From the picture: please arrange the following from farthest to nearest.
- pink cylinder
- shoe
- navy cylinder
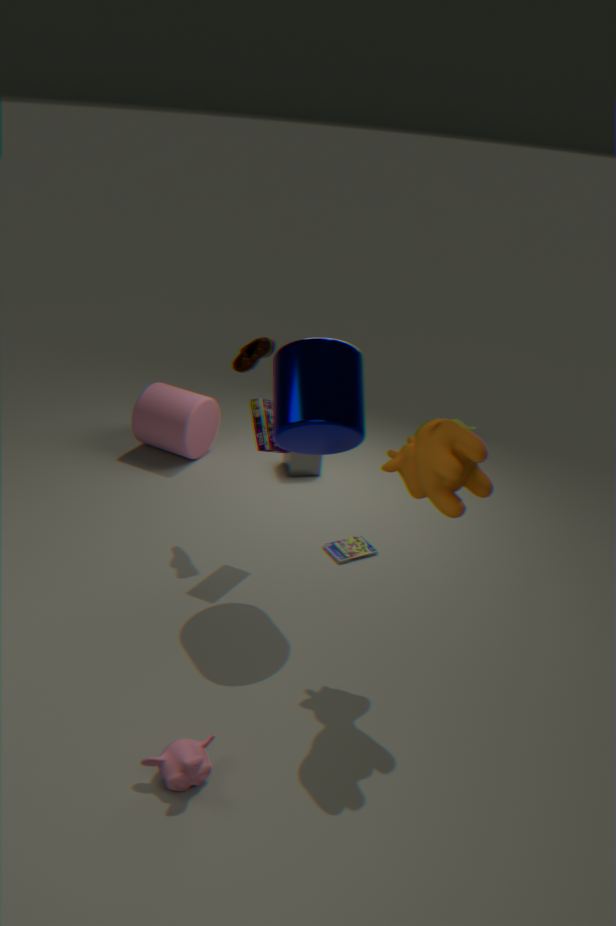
pink cylinder → shoe → navy cylinder
